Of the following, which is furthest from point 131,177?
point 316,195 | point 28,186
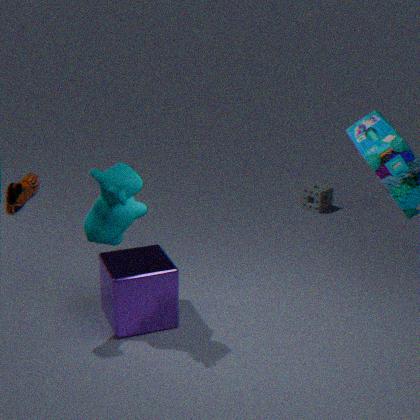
point 316,195
